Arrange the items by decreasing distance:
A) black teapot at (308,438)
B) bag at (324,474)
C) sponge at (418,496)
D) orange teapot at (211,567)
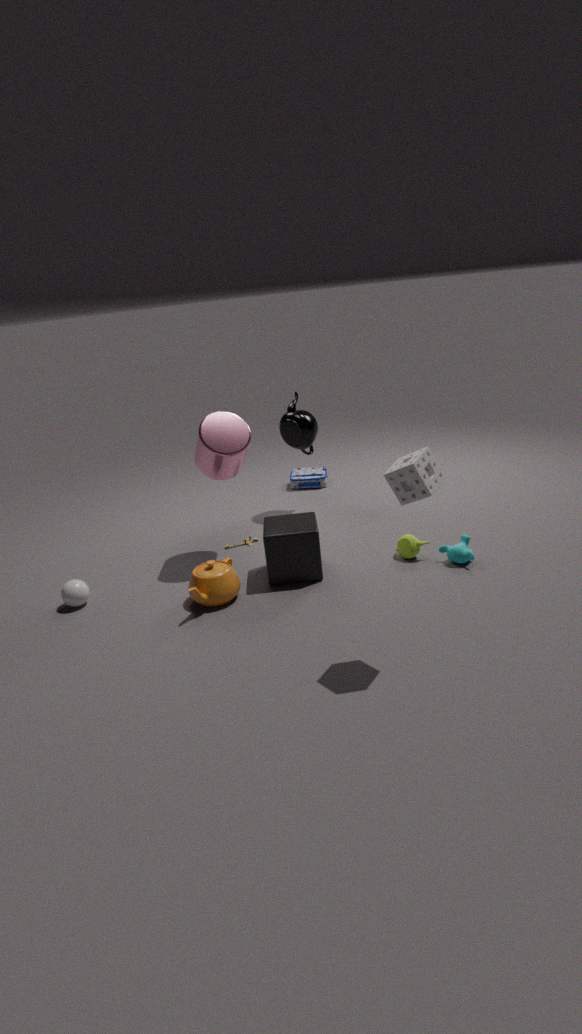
bag at (324,474) → black teapot at (308,438) → orange teapot at (211,567) → sponge at (418,496)
